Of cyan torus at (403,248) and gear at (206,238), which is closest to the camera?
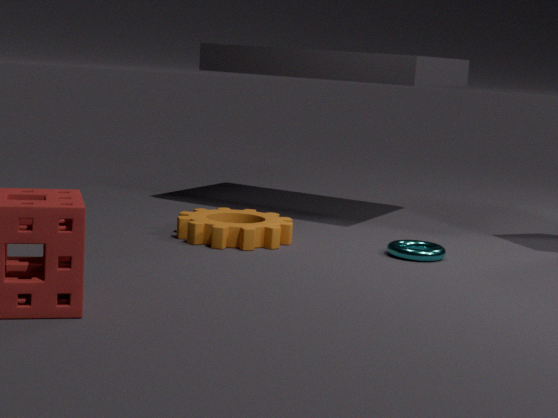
cyan torus at (403,248)
